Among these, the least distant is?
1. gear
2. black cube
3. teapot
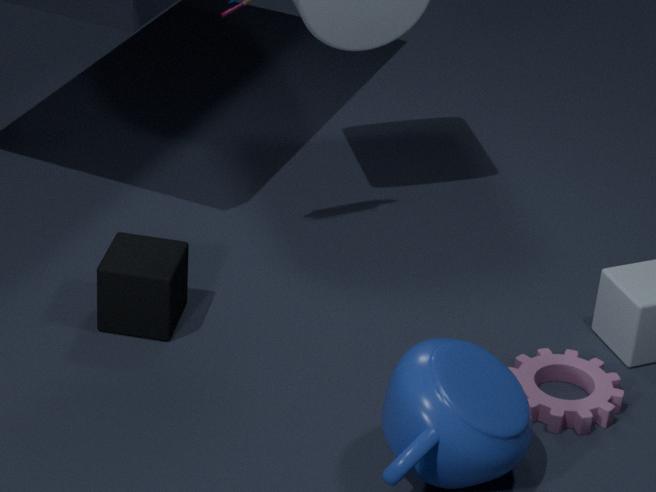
teapot
